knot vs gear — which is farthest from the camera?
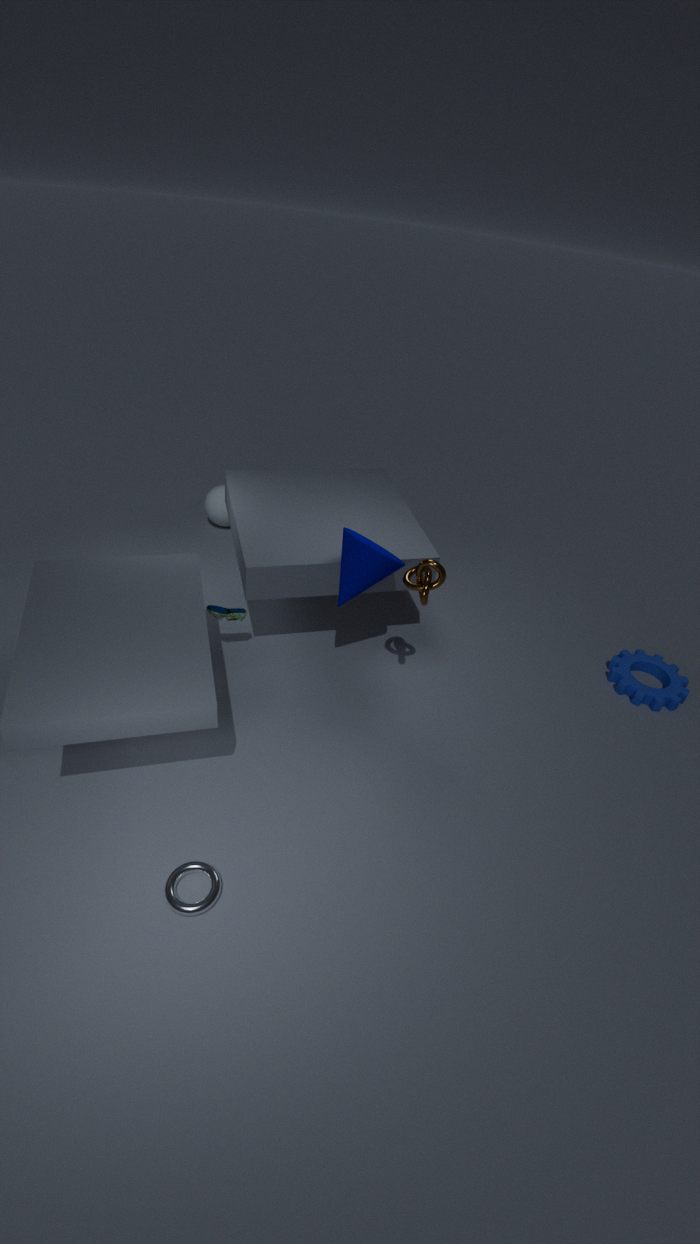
gear
